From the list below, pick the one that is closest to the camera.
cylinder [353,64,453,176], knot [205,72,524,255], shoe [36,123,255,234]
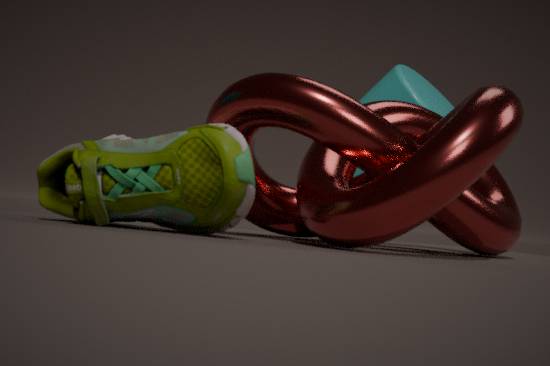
knot [205,72,524,255]
